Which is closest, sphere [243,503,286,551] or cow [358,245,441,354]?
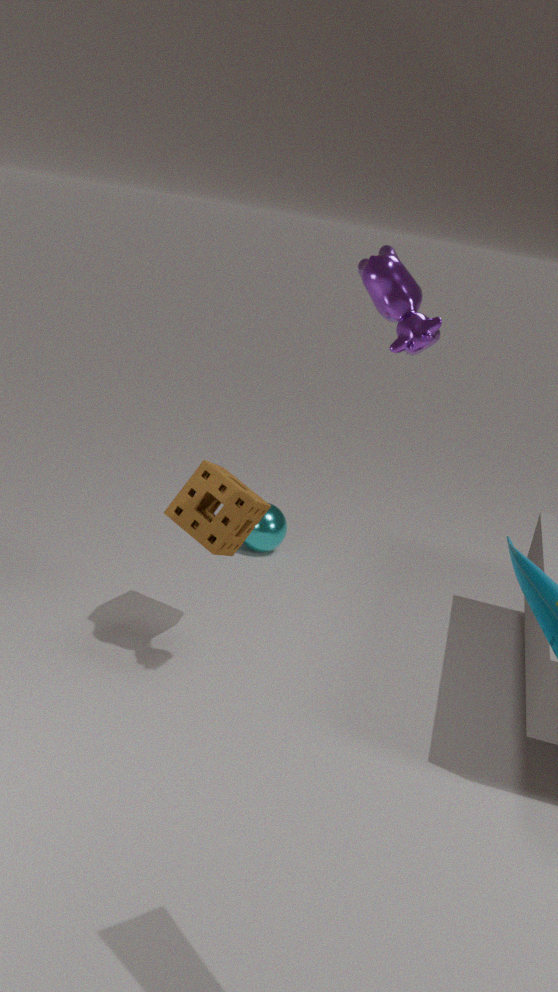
cow [358,245,441,354]
